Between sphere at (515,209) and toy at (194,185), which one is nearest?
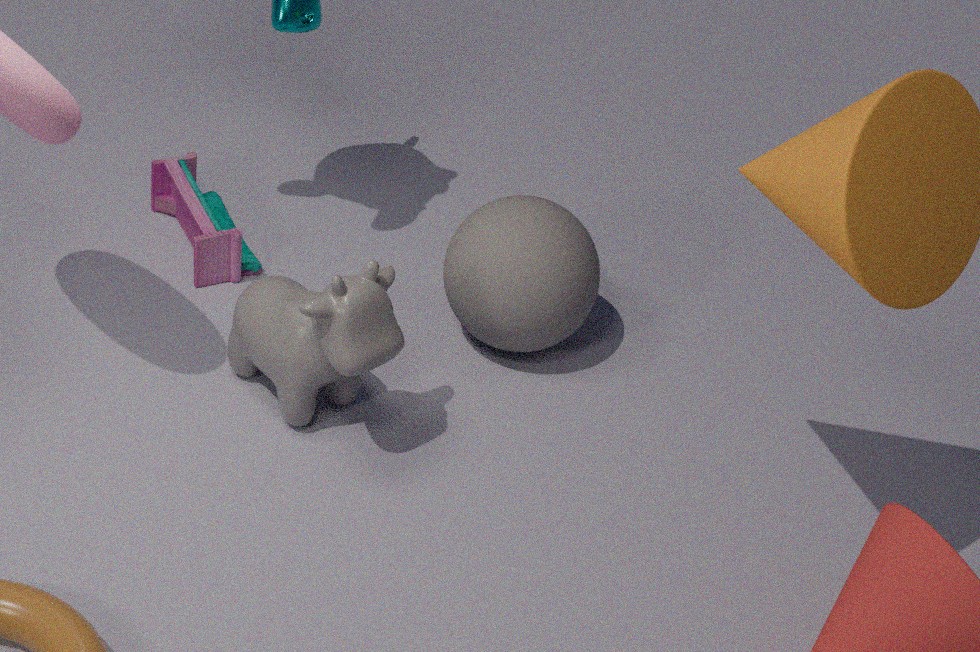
sphere at (515,209)
